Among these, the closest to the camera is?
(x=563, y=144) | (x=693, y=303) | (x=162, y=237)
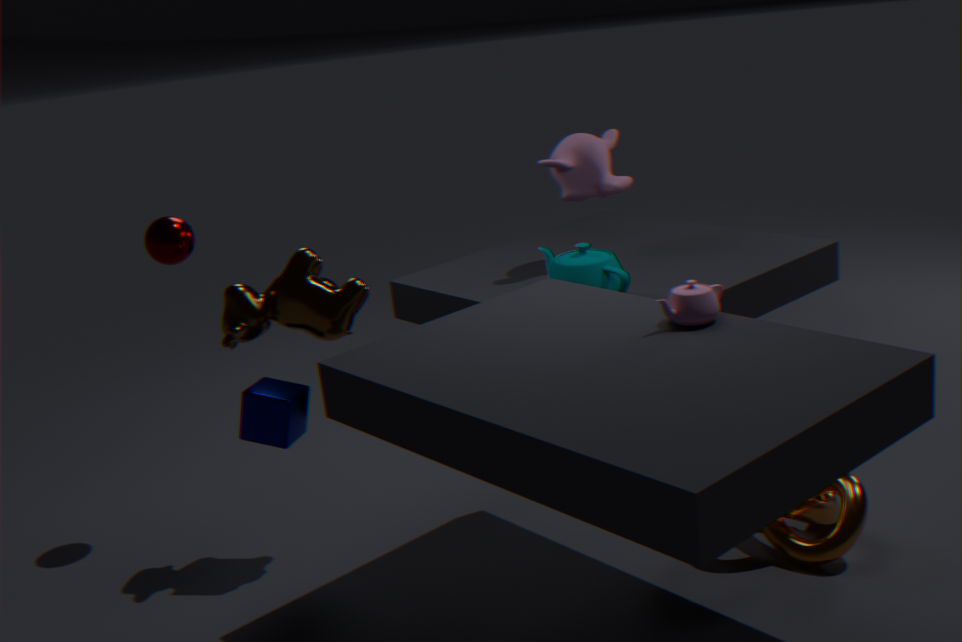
(x=693, y=303)
